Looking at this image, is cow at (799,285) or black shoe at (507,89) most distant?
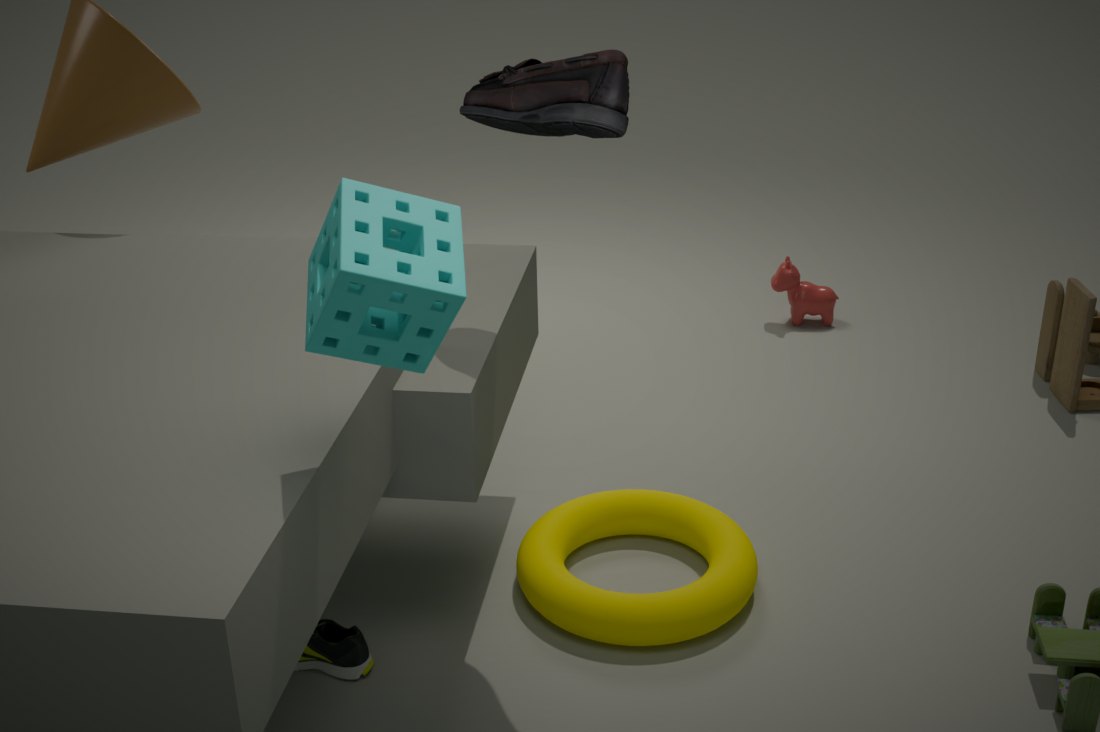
cow at (799,285)
